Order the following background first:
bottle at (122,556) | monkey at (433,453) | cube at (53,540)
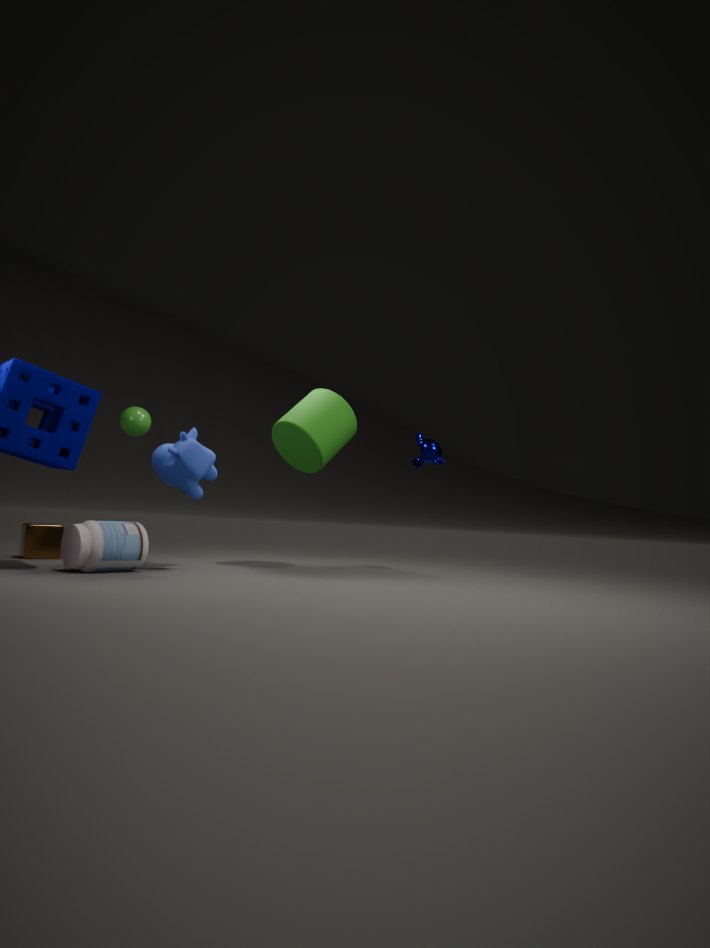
1. monkey at (433,453)
2. cube at (53,540)
3. bottle at (122,556)
